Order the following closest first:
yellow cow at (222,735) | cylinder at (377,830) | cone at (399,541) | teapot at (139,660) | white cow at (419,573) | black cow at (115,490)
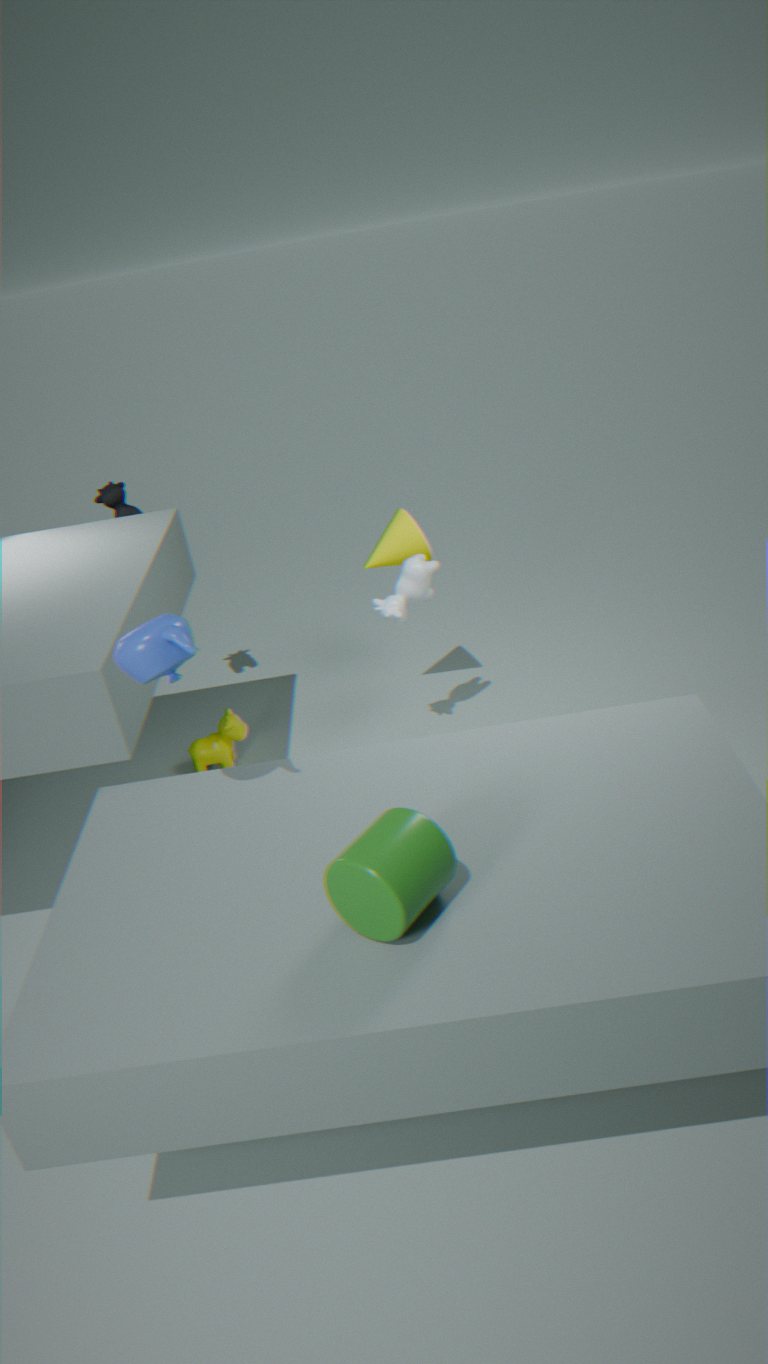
1. cylinder at (377,830)
2. teapot at (139,660)
3. white cow at (419,573)
4. cone at (399,541)
5. yellow cow at (222,735)
6. black cow at (115,490)
